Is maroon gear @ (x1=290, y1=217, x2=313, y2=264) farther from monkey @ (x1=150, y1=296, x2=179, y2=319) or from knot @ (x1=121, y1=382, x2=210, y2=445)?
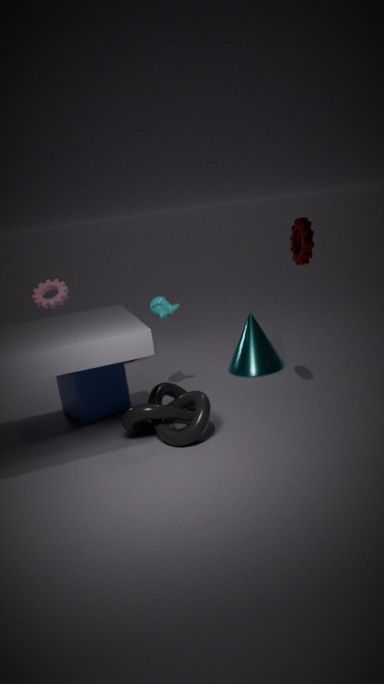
knot @ (x1=121, y1=382, x2=210, y2=445)
